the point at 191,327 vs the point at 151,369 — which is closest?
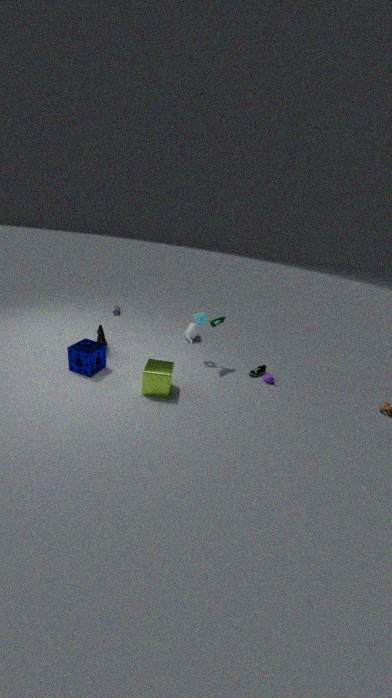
the point at 151,369
